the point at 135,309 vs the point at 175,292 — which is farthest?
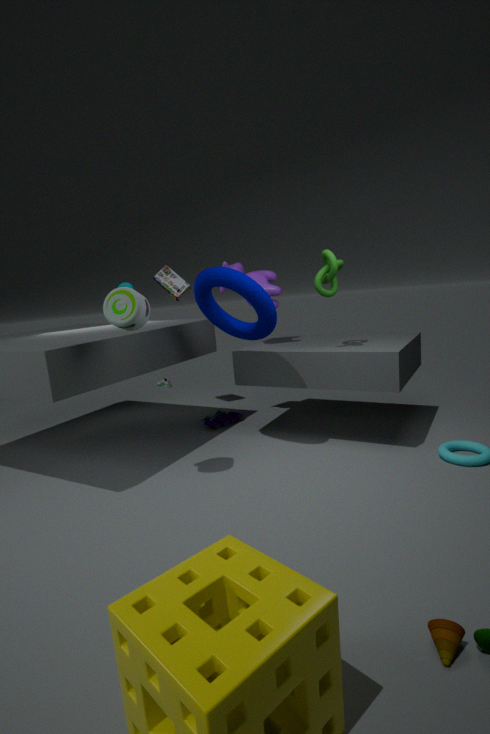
the point at 175,292
